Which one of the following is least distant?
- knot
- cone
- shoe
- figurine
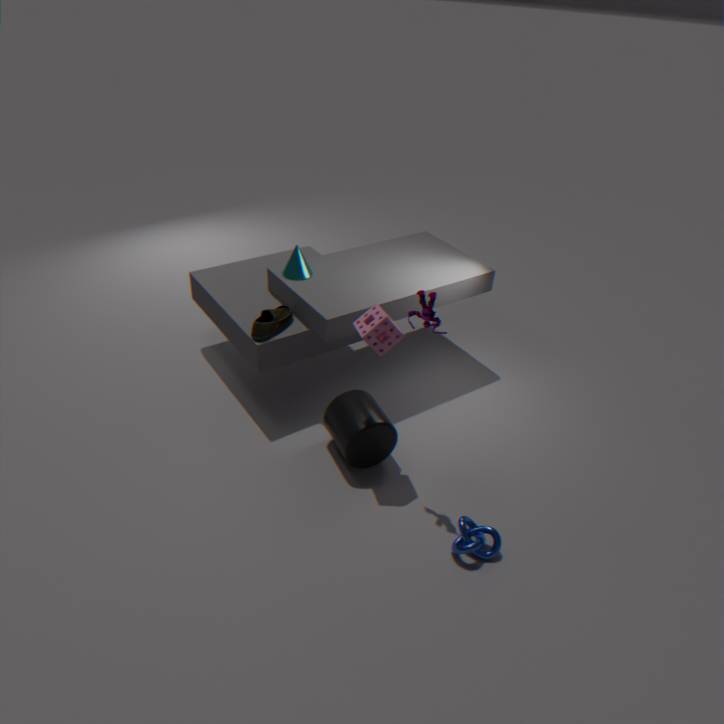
figurine
